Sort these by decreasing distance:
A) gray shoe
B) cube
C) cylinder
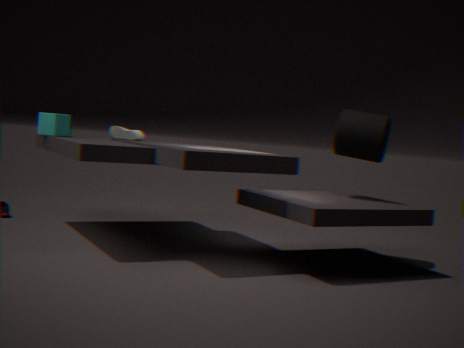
gray shoe, cube, cylinder
